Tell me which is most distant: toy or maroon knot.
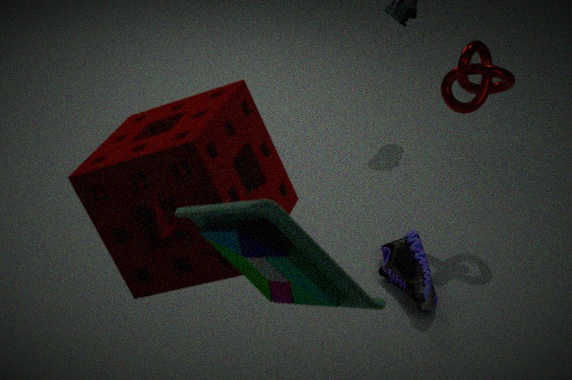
maroon knot
